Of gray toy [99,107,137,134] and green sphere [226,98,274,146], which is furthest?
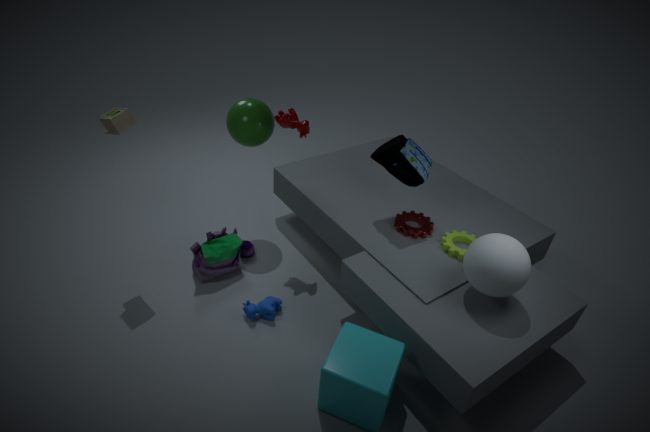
green sphere [226,98,274,146]
